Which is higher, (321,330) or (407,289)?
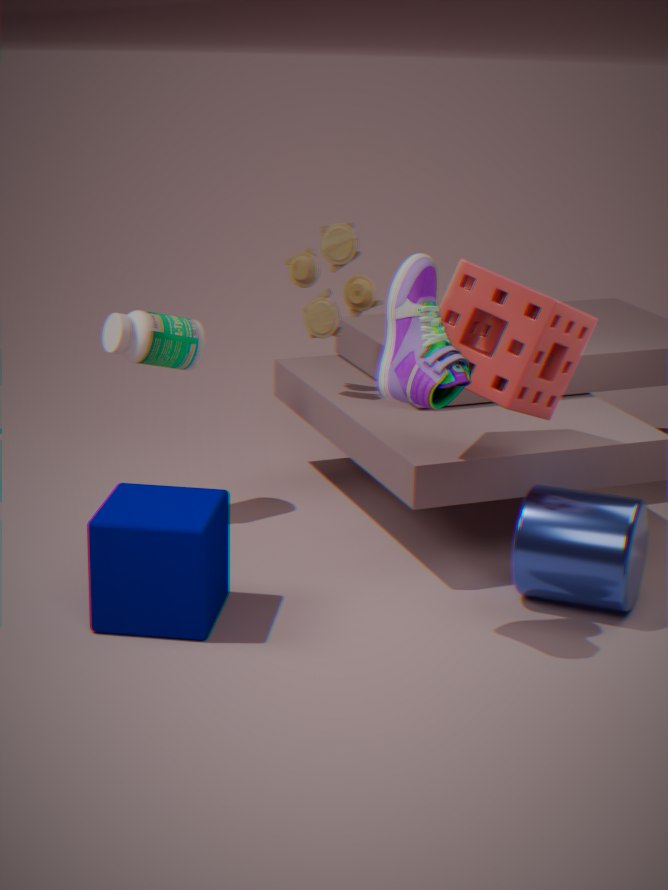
(407,289)
